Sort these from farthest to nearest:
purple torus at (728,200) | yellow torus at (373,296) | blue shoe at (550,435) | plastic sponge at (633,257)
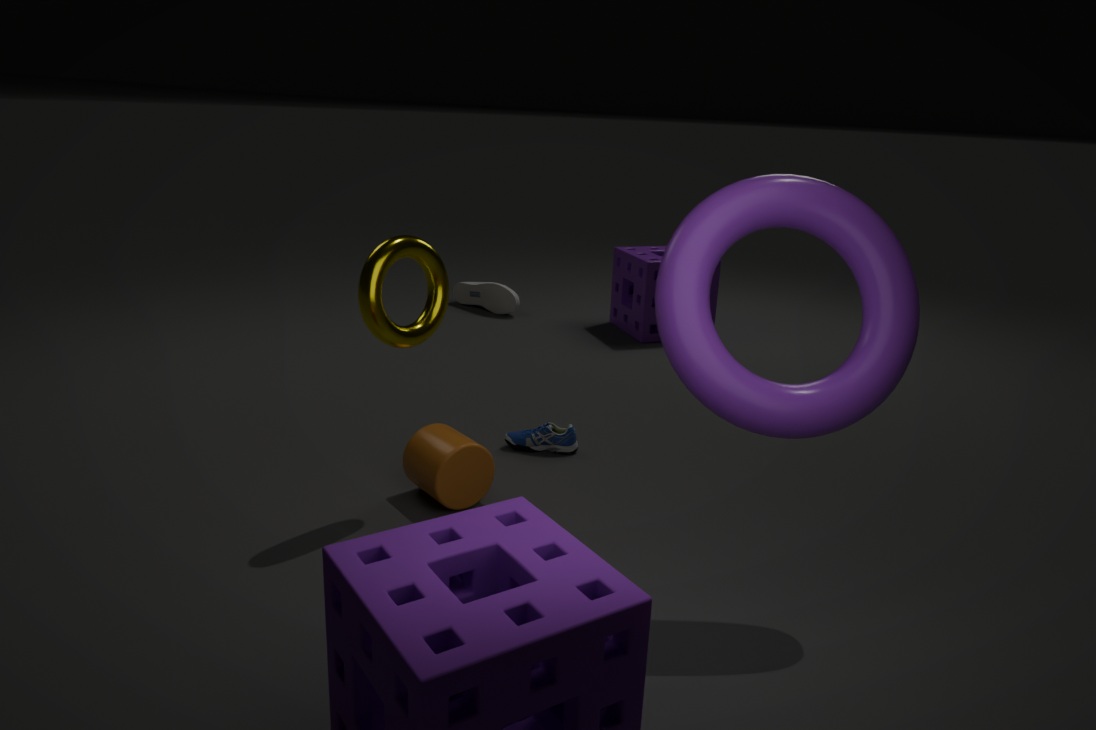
1. plastic sponge at (633,257)
2. blue shoe at (550,435)
3. yellow torus at (373,296)
4. purple torus at (728,200)
